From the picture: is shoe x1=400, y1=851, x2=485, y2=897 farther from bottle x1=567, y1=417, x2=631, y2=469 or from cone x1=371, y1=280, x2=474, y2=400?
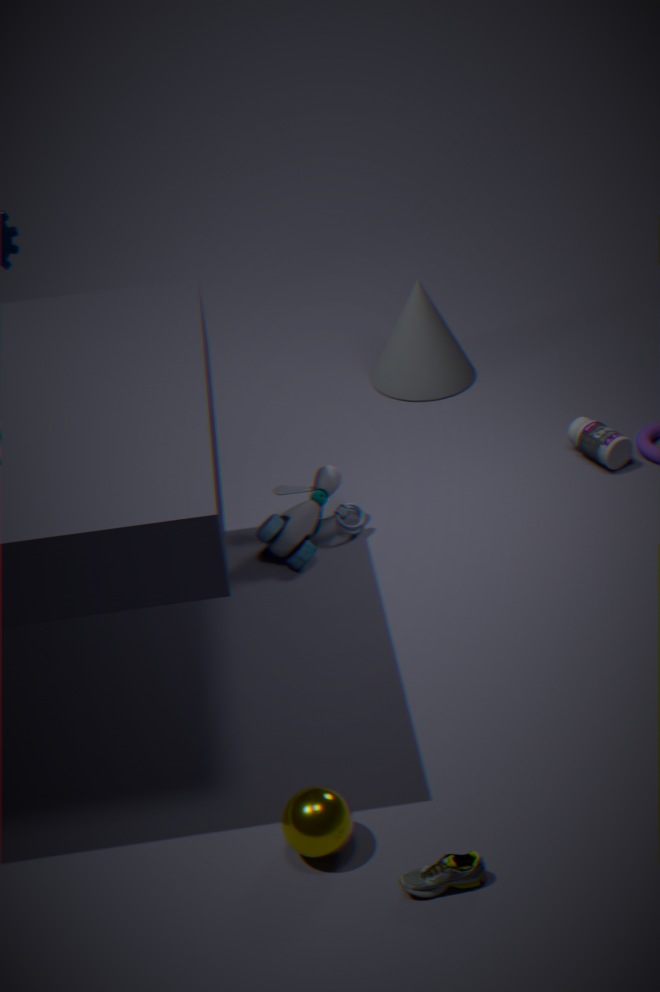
cone x1=371, y1=280, x2=474, y2=400
